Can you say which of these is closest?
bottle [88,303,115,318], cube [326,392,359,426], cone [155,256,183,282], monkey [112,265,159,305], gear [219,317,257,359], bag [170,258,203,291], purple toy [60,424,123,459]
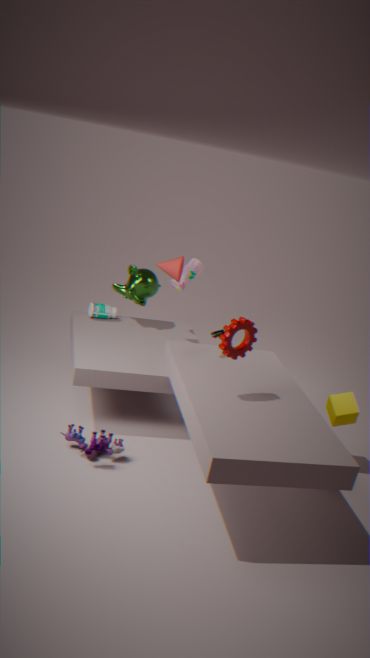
gear [219,317,257,359]
